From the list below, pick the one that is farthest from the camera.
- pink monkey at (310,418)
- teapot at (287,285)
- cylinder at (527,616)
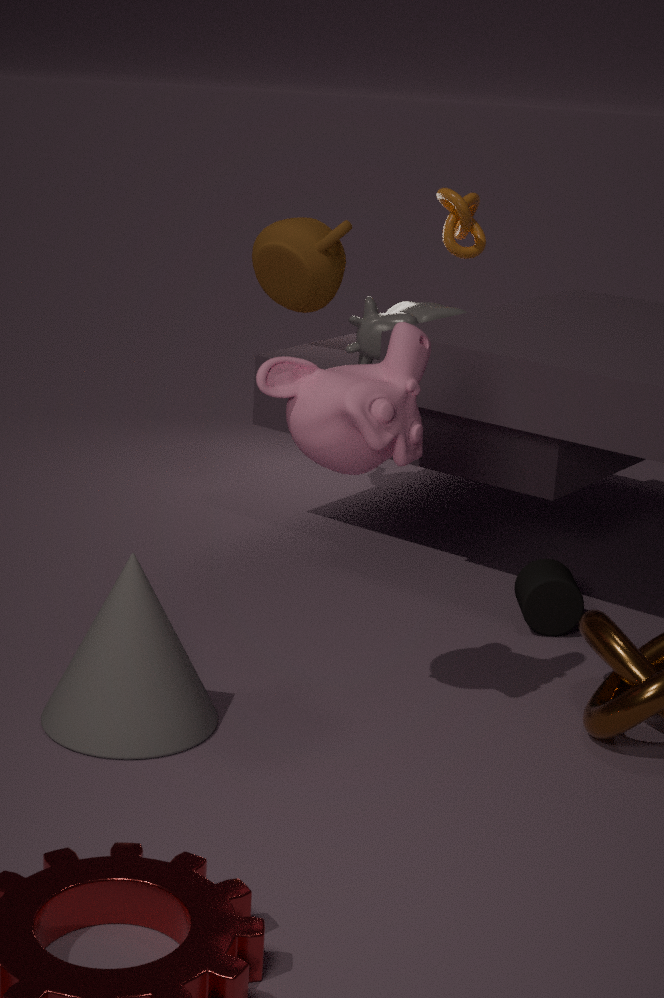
teapot at (287,285)
